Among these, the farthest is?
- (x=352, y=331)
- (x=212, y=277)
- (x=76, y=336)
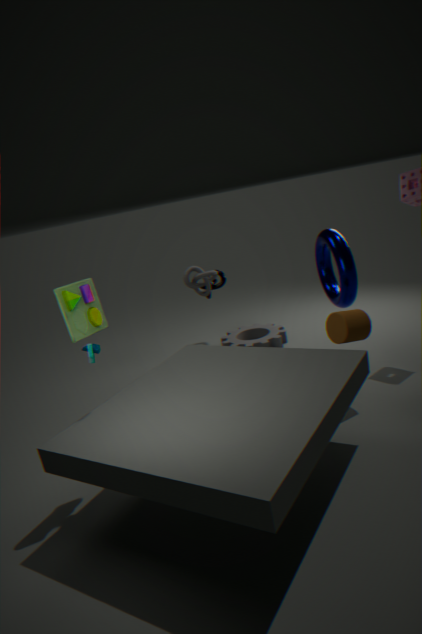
(x=212, y=277)
